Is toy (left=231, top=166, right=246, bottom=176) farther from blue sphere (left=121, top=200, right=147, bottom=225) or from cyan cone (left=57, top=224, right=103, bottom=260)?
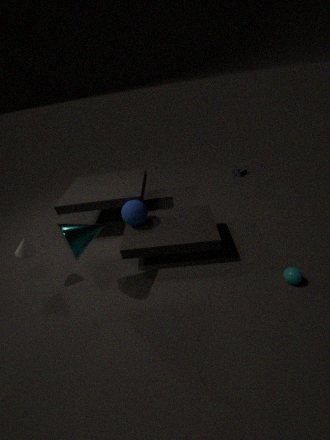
cyan cone (left=57, top=224, right=103, bottom=260)
